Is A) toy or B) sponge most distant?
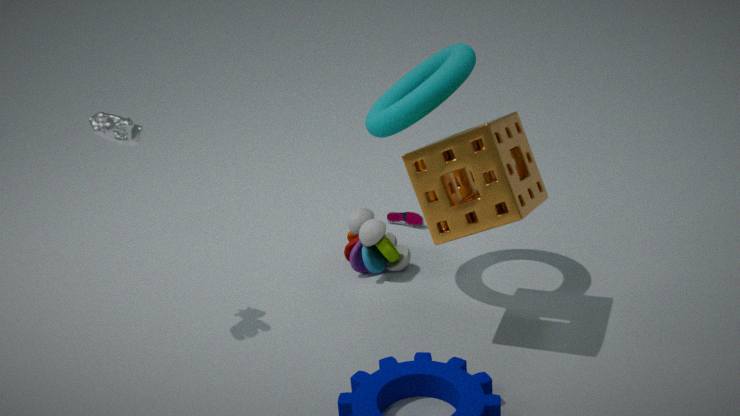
A. toy
